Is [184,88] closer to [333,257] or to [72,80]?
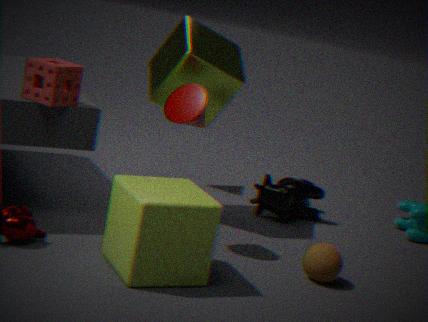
[72,80]
